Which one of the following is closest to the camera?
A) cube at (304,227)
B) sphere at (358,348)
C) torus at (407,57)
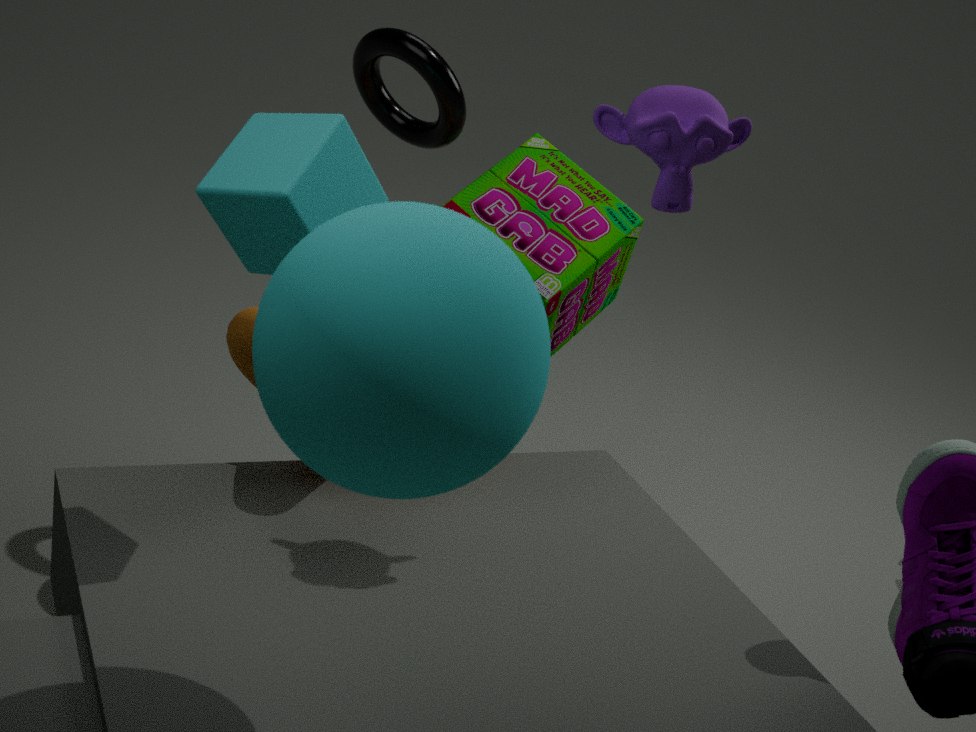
→ sphere at (358,348)
